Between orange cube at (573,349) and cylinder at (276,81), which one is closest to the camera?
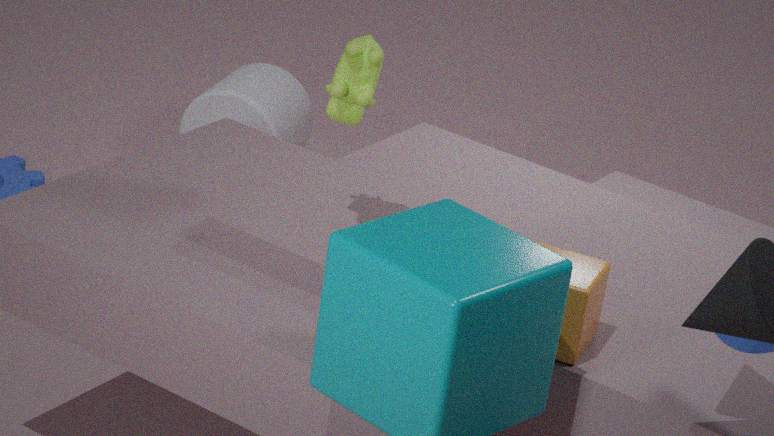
orange cube at (573,349)
